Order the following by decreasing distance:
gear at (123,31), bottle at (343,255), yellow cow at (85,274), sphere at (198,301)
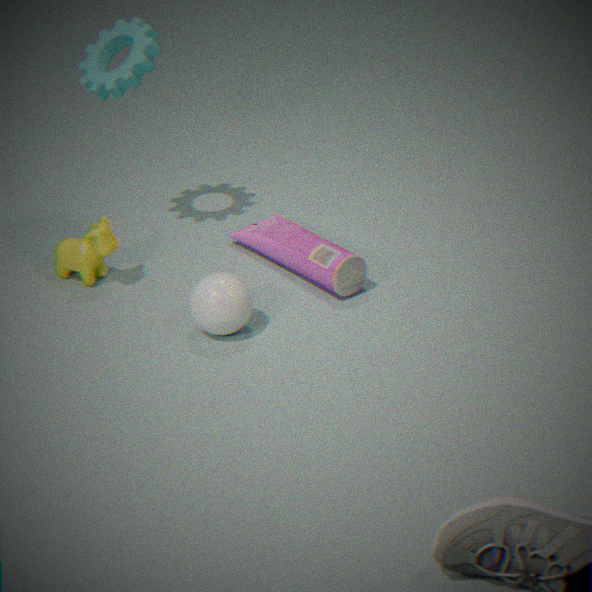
gear at (123,31)
yellow cow at (85,274)
bottle at (343,255)
sphere at (198,301)
